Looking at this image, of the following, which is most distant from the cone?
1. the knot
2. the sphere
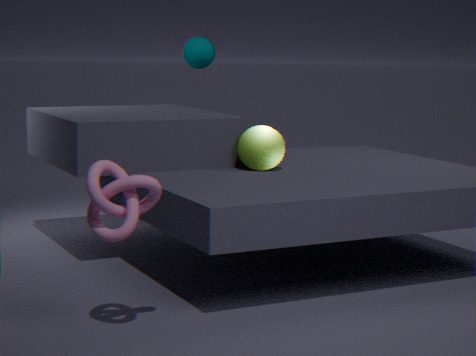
the sphere
